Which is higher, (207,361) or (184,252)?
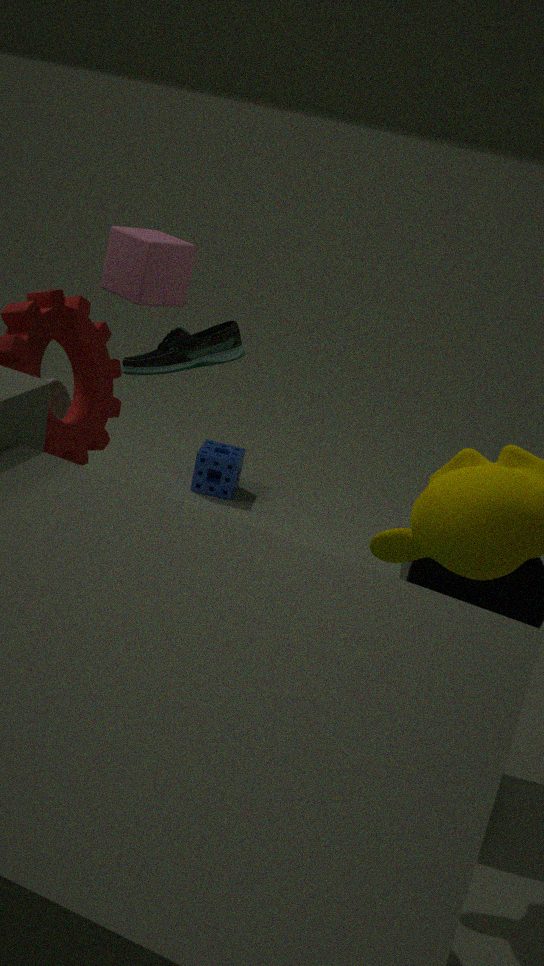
(184,252)
